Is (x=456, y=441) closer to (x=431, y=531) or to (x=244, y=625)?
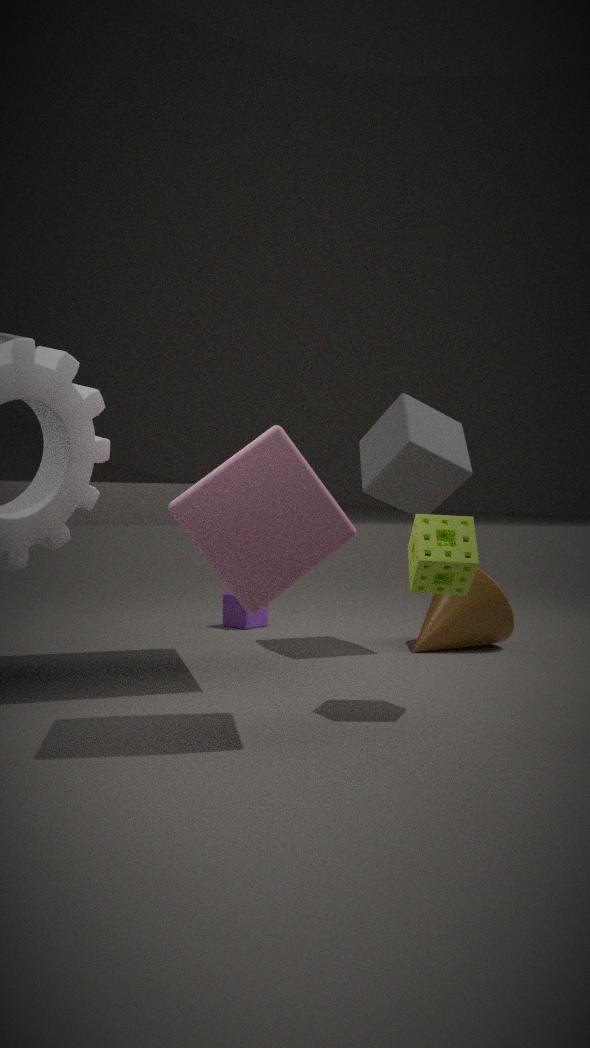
(x=431, y=531)
